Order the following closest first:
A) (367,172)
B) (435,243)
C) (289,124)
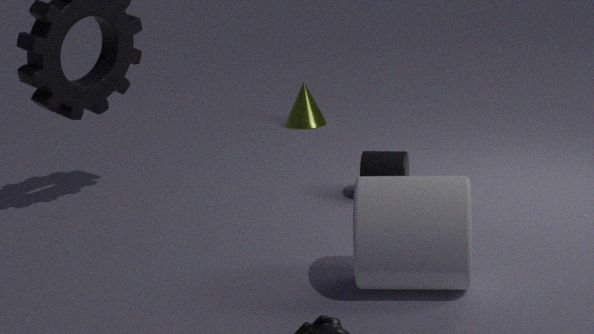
(435,243)
(367,172)
(289,124)
